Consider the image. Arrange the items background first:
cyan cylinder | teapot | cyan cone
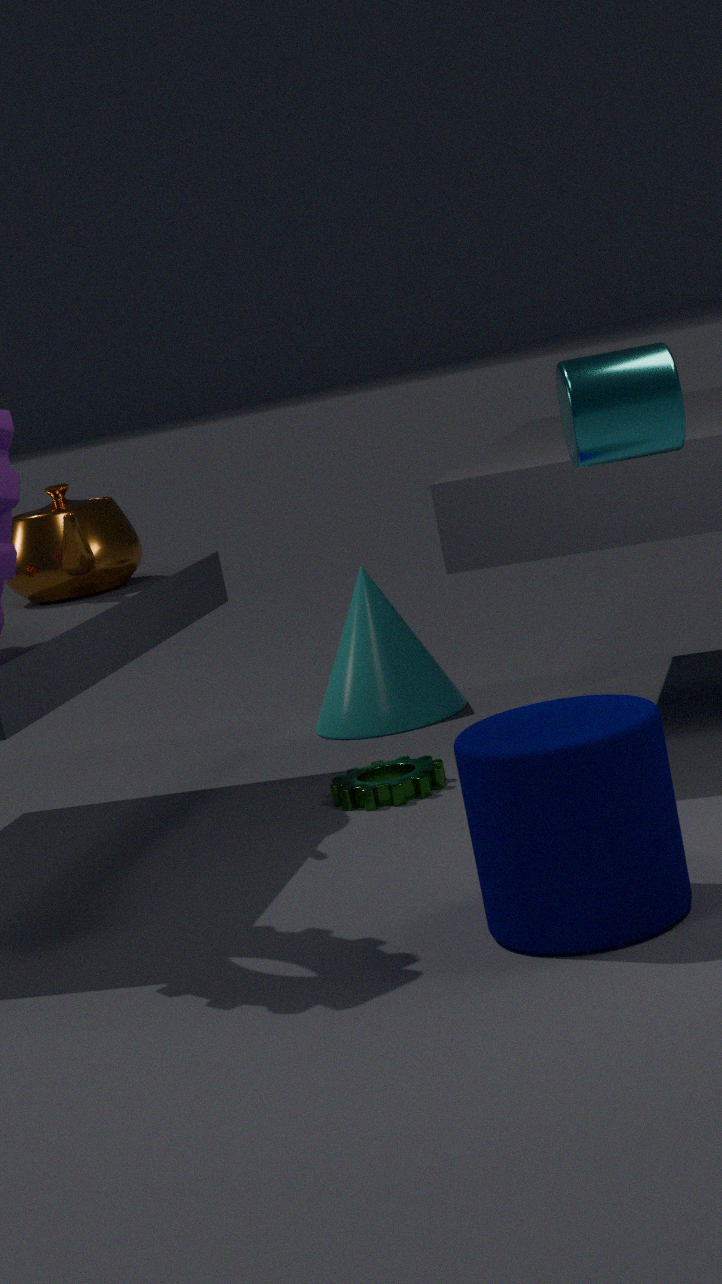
cyan cone → teapot → cyan cylinder
